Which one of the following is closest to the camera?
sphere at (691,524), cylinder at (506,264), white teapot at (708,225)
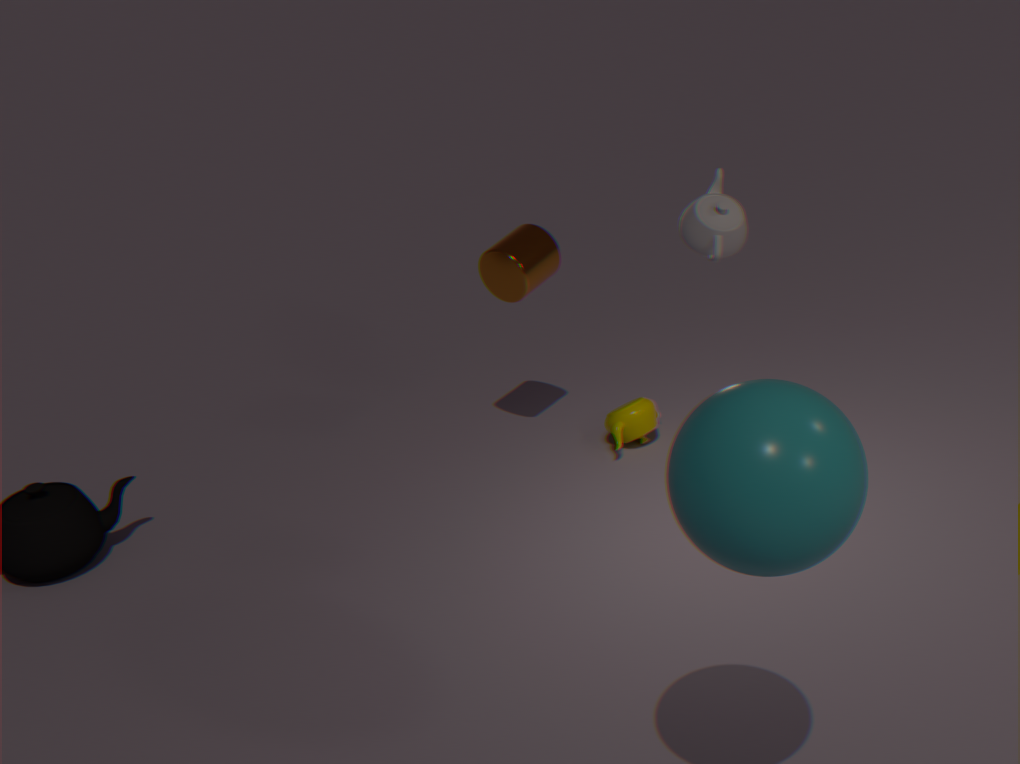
sphere at (691,524)
